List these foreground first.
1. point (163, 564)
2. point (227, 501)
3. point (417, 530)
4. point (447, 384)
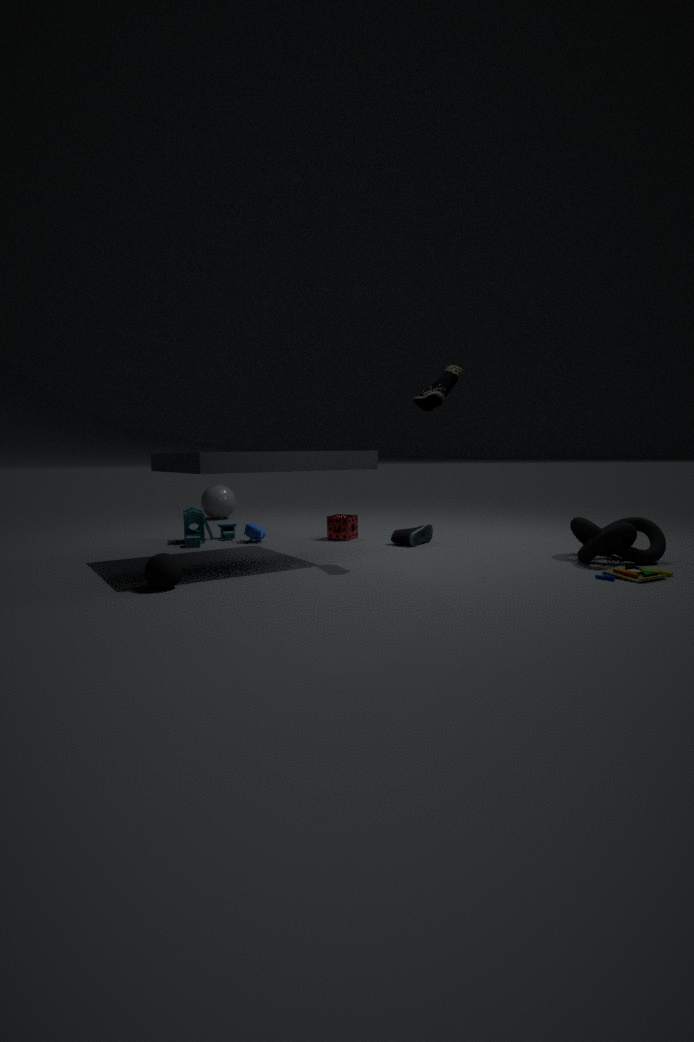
point (163, 564) → point (447, 384) → point (417, 530) → point (227, 501)
